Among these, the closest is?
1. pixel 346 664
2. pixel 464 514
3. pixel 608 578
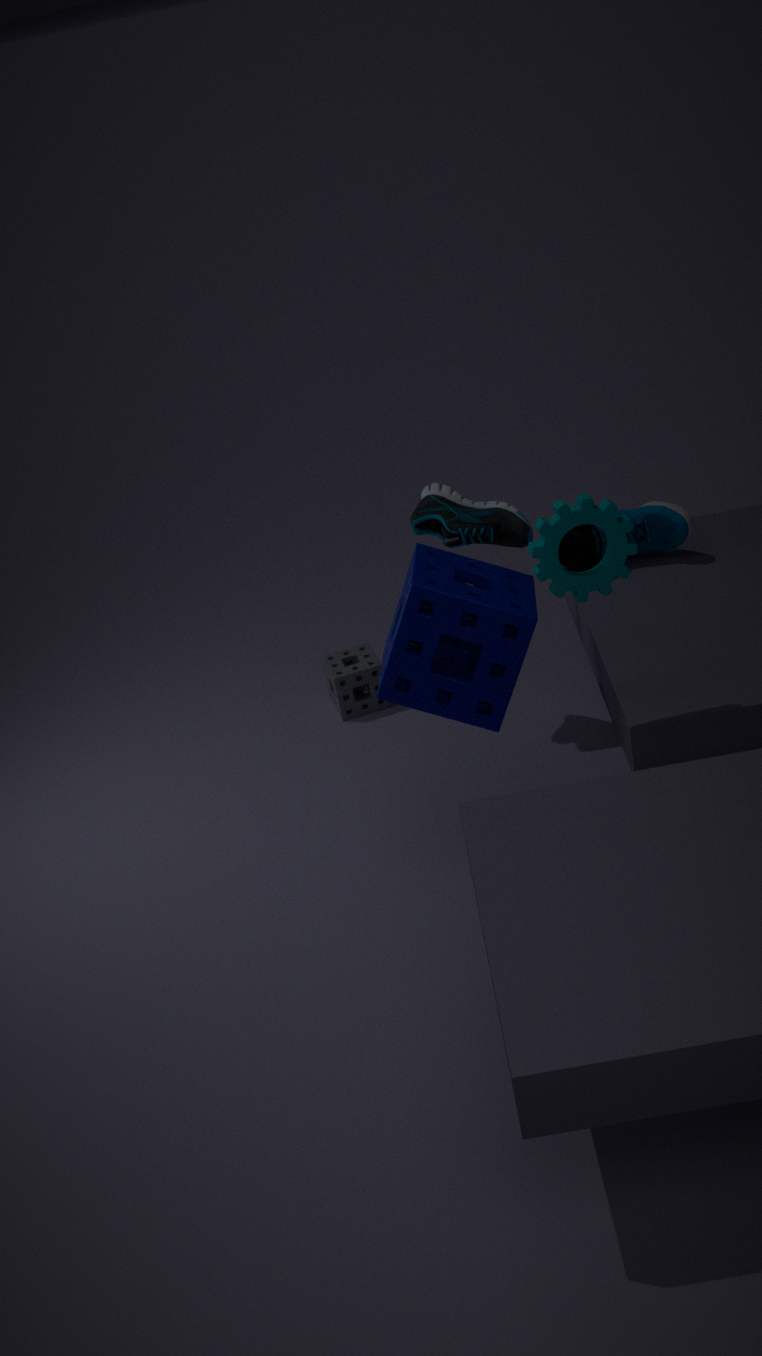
pixel 608 578
